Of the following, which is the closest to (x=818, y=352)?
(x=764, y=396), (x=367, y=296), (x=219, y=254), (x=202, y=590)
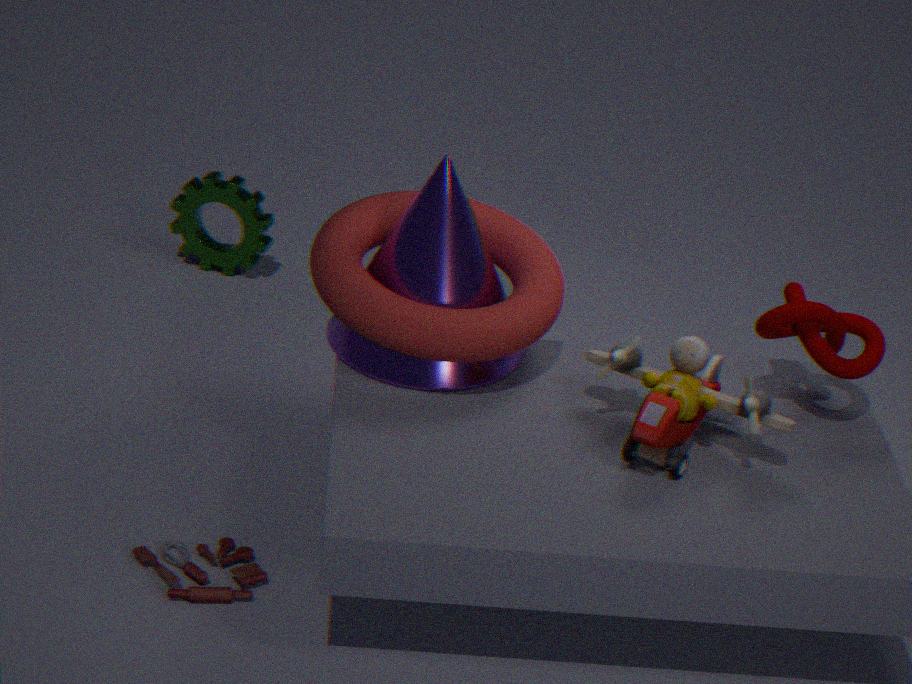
(x=764, y=396)
